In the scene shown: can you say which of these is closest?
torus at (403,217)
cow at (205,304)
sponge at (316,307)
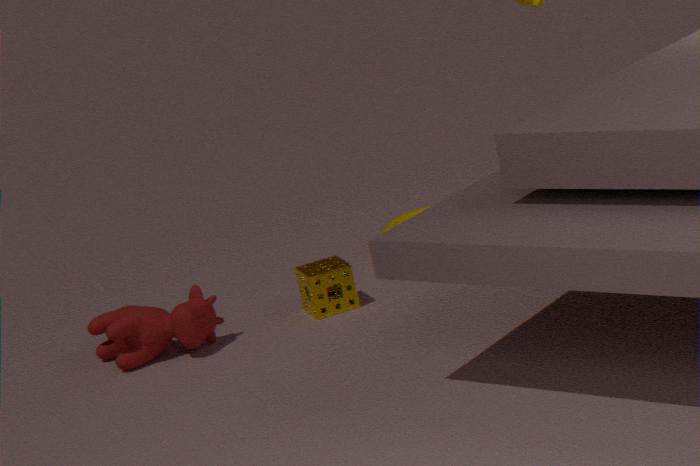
cow at (205,304)
